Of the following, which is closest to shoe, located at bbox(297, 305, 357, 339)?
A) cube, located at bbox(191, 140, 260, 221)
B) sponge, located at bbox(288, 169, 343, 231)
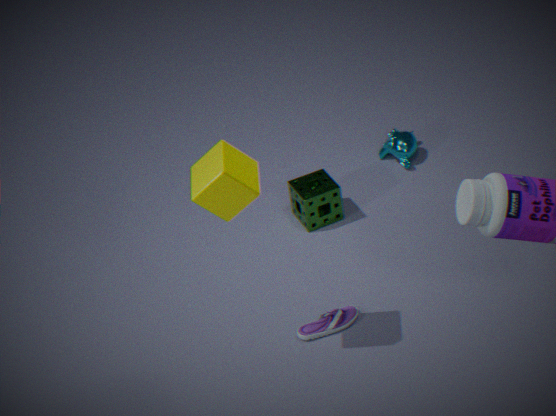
sponge, located at bbox(288, 169, 343, 231)
